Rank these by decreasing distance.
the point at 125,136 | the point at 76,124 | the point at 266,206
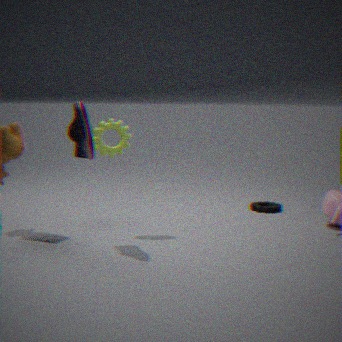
the point at 266,206, the point at 125,136, the point at 76,124
